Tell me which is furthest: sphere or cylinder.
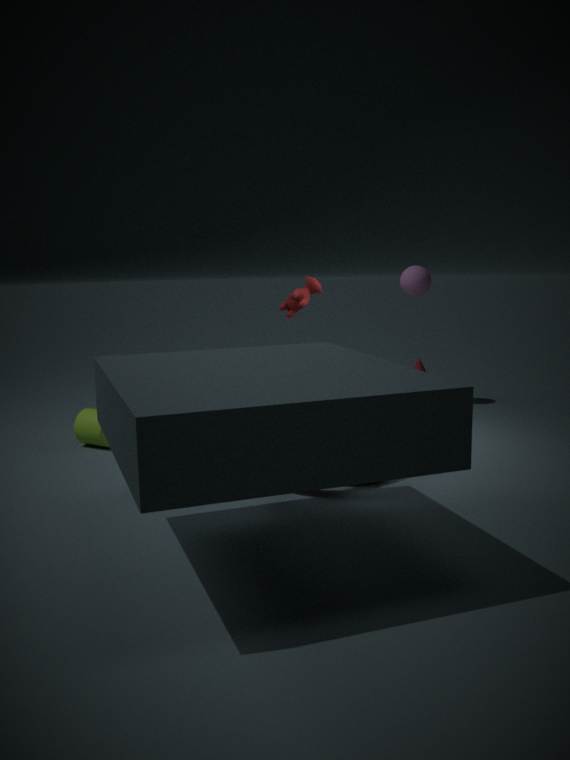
sphere
